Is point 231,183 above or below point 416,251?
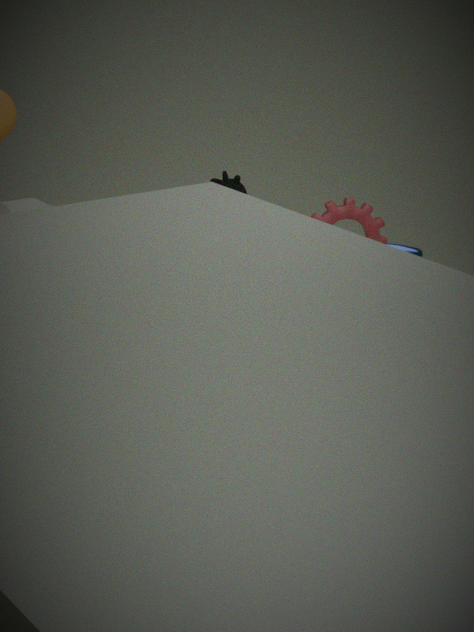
below
